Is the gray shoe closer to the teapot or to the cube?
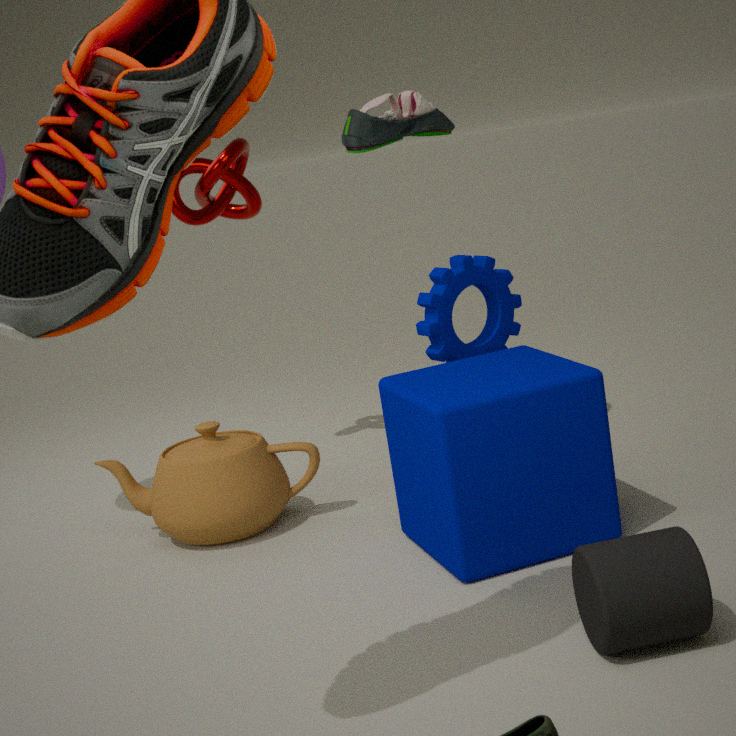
the cube
